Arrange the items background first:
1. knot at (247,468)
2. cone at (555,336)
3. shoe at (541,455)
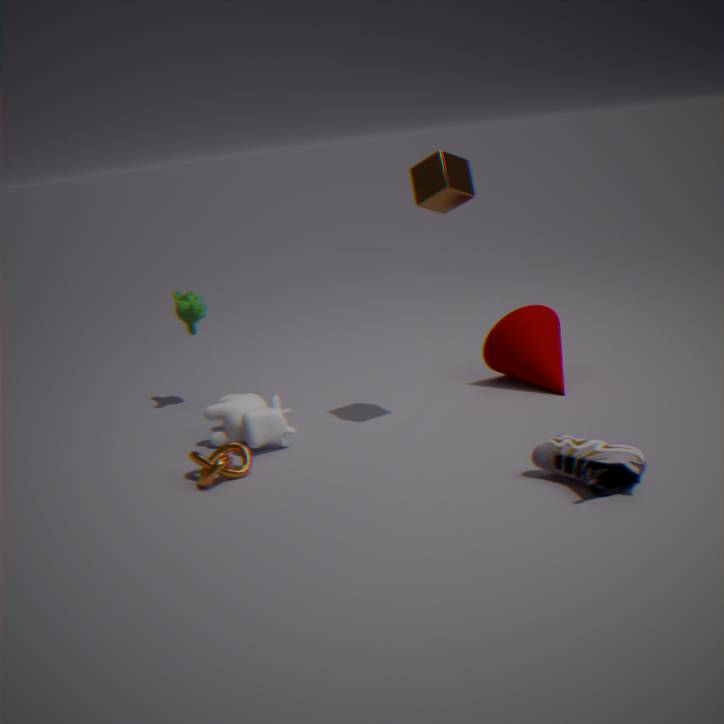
1. cone at (555,336)
2. knot at (247,468)
3. shoe at (541,455)
